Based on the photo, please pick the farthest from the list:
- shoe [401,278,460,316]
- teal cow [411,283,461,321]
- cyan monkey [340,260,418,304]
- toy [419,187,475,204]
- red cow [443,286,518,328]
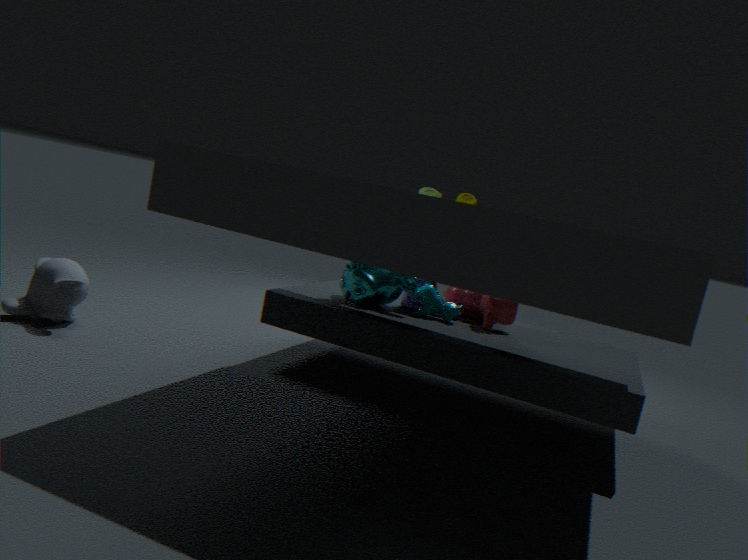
toy [419,187,475,204]
